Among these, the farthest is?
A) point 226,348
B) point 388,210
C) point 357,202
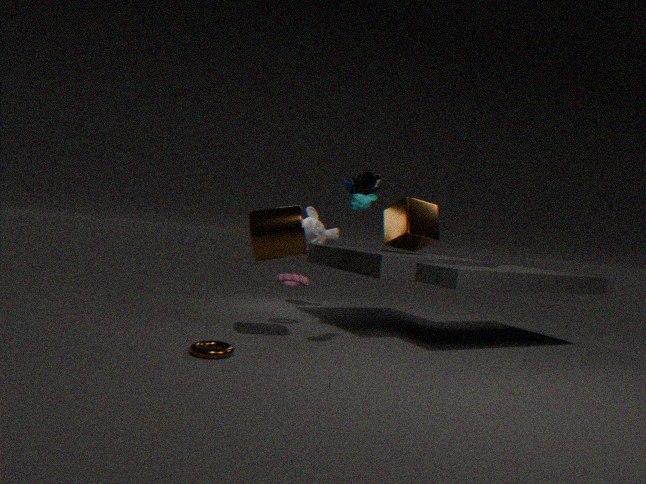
point 388,210
